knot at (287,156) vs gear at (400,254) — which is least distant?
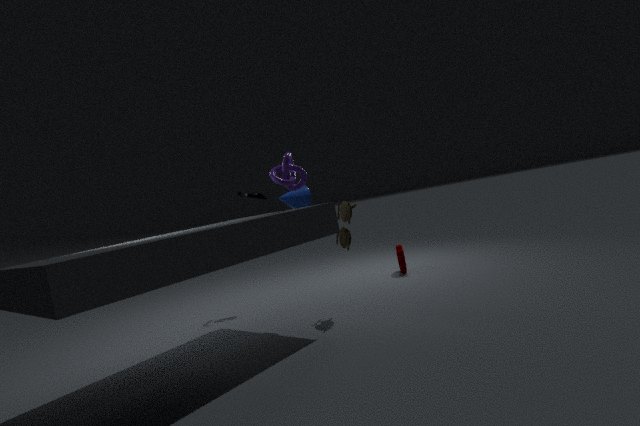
knot at (287,156)
